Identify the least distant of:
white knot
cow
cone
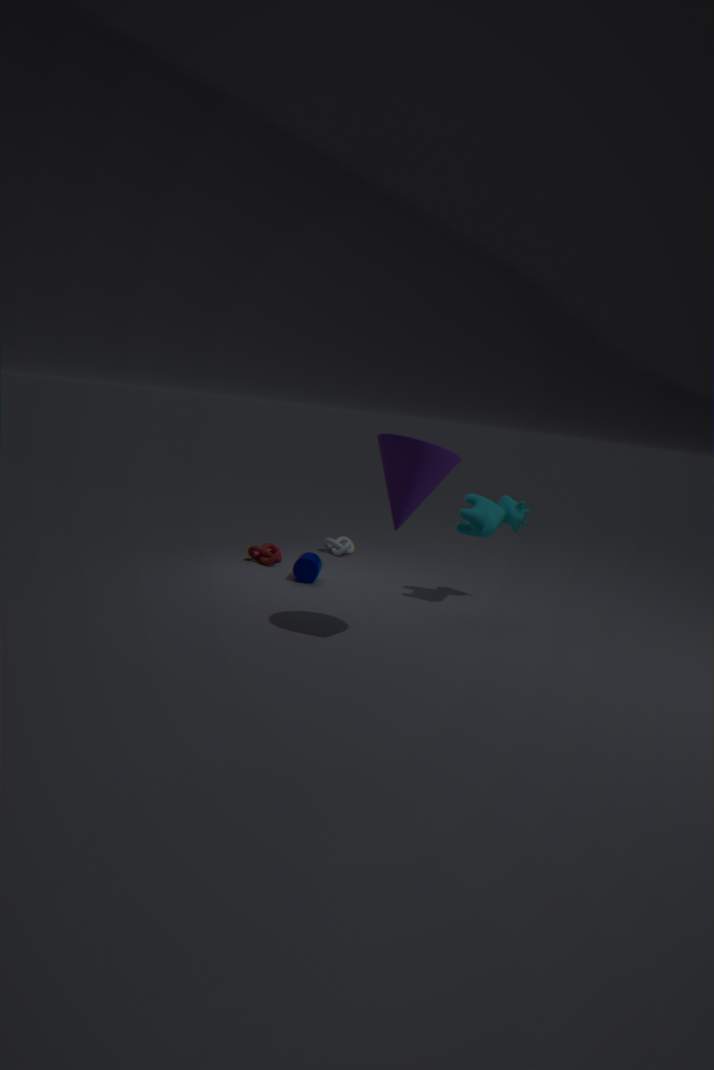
cone
